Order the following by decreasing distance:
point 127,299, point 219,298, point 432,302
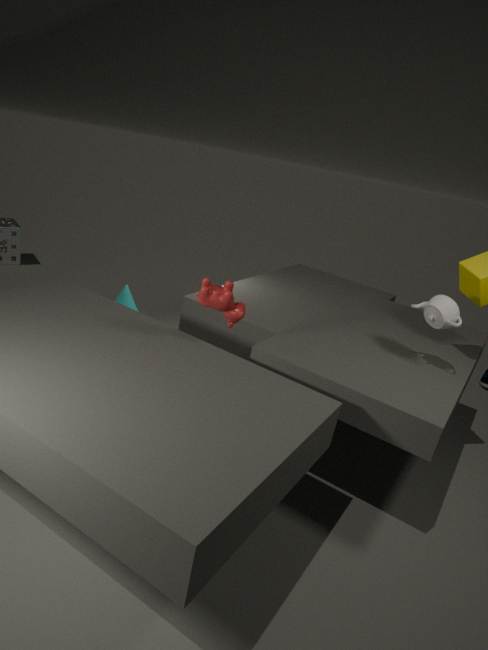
point 127,299, point 432,302, point 219,298
